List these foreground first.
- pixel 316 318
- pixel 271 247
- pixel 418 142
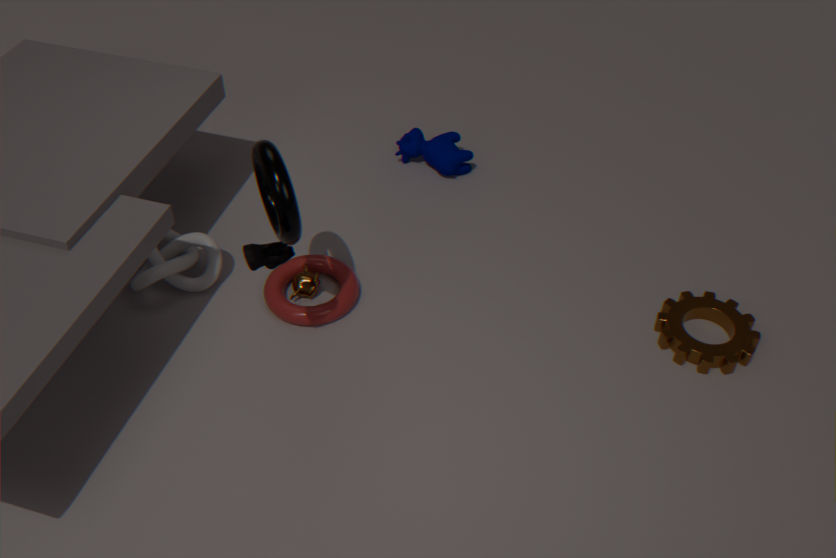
pixel 271 247 → pixel 316 318 → pixel 418 142
